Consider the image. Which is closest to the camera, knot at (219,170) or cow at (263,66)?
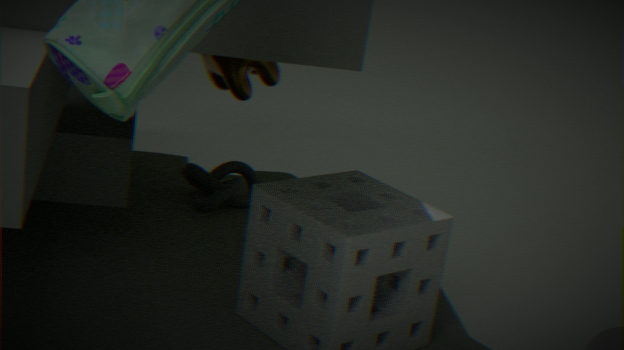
knot at (219,170)
